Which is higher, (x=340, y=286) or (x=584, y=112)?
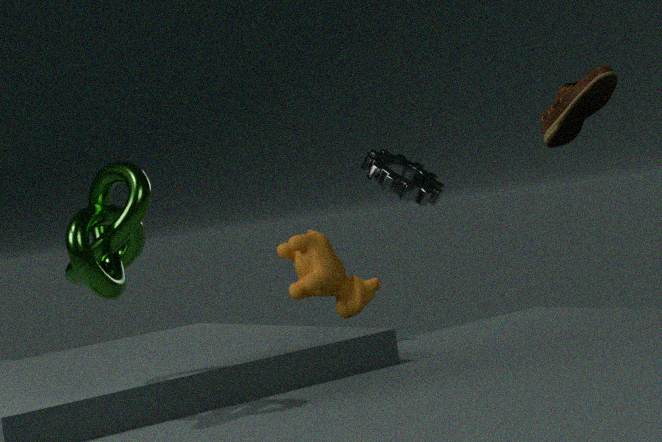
(x=584, y=112)
